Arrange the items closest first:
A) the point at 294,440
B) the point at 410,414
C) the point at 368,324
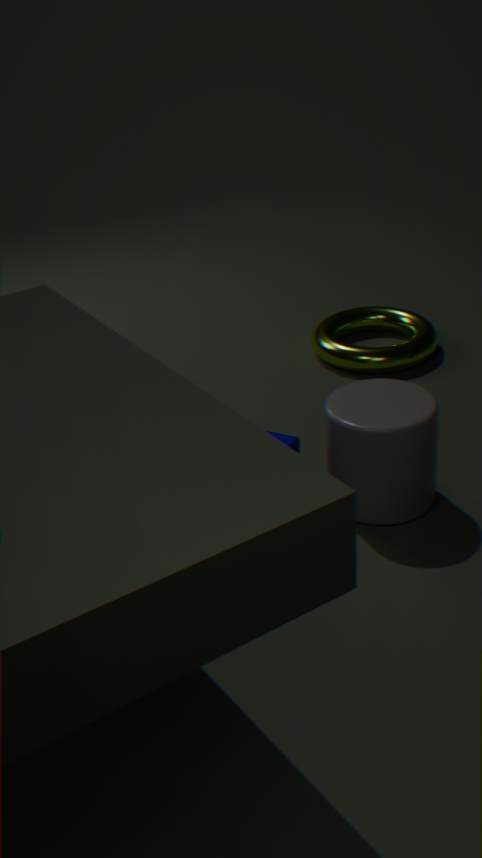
the point at 410,414 → the point at 294,440 → the point at 368,324
